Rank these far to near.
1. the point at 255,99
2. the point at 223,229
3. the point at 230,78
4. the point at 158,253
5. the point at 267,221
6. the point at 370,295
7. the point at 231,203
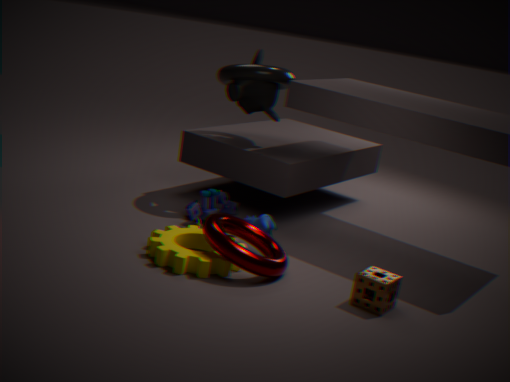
the point at 255,99
the point at 231,203
the point at 230,78
the point at 267,221
the point at 223,229
the point at 158,253
the point at 370,295
